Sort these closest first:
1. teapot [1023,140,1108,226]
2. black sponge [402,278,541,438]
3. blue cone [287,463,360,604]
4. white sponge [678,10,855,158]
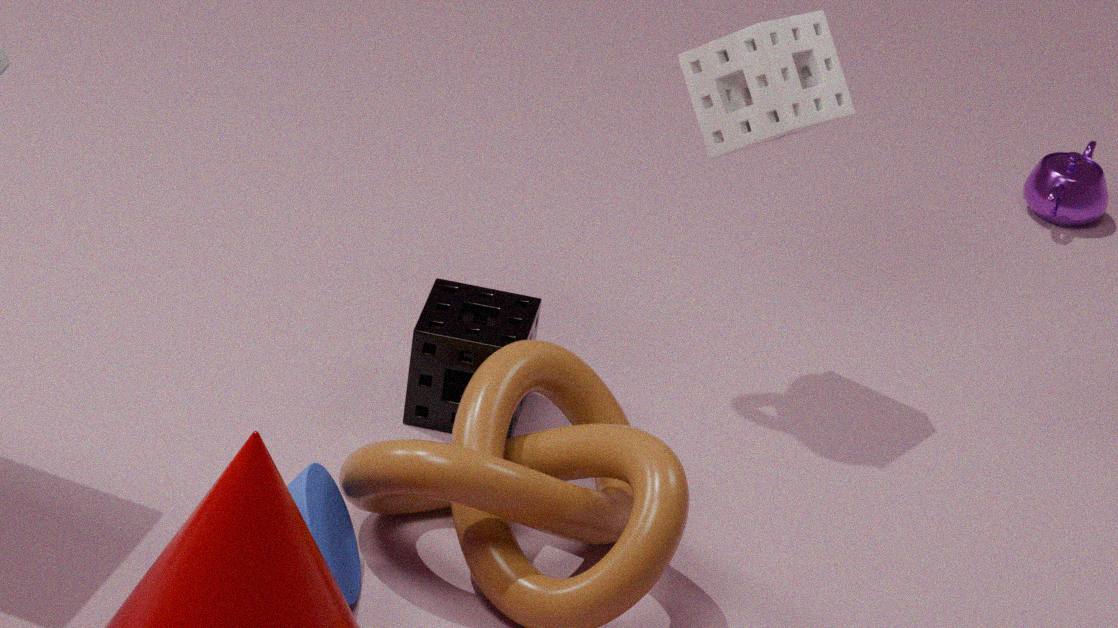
blue cone [287,463,360,604] → white sponge [678,10,855,158] → black sponge [402,278,541,438] → teapot [1023,140,1108,226]
